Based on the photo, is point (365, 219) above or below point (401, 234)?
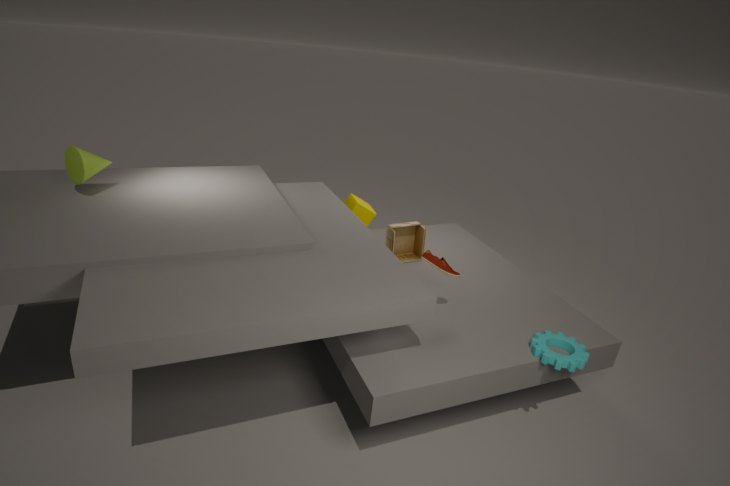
above
